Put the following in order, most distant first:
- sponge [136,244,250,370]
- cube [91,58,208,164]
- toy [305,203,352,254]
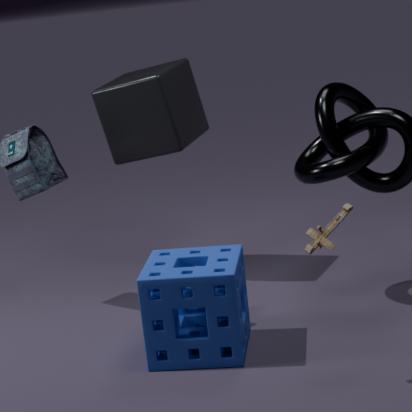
cube [91,58,208,164] → sponge [136,244,250,370] → toy [305,203,352,254]
